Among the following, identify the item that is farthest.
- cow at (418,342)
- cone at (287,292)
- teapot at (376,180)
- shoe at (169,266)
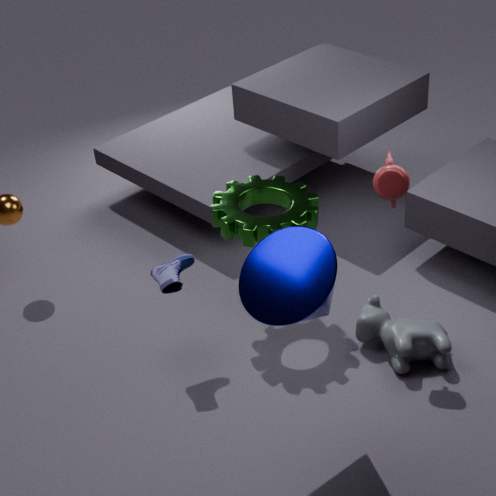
cow at (418,342)
